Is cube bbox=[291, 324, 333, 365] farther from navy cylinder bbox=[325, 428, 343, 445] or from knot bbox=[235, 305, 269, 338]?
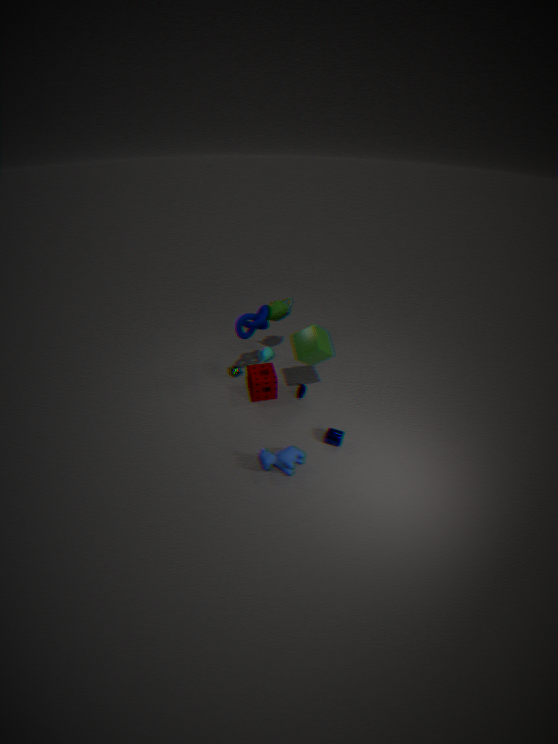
navy cylinder bbox=[325, 428, 343, 445]
